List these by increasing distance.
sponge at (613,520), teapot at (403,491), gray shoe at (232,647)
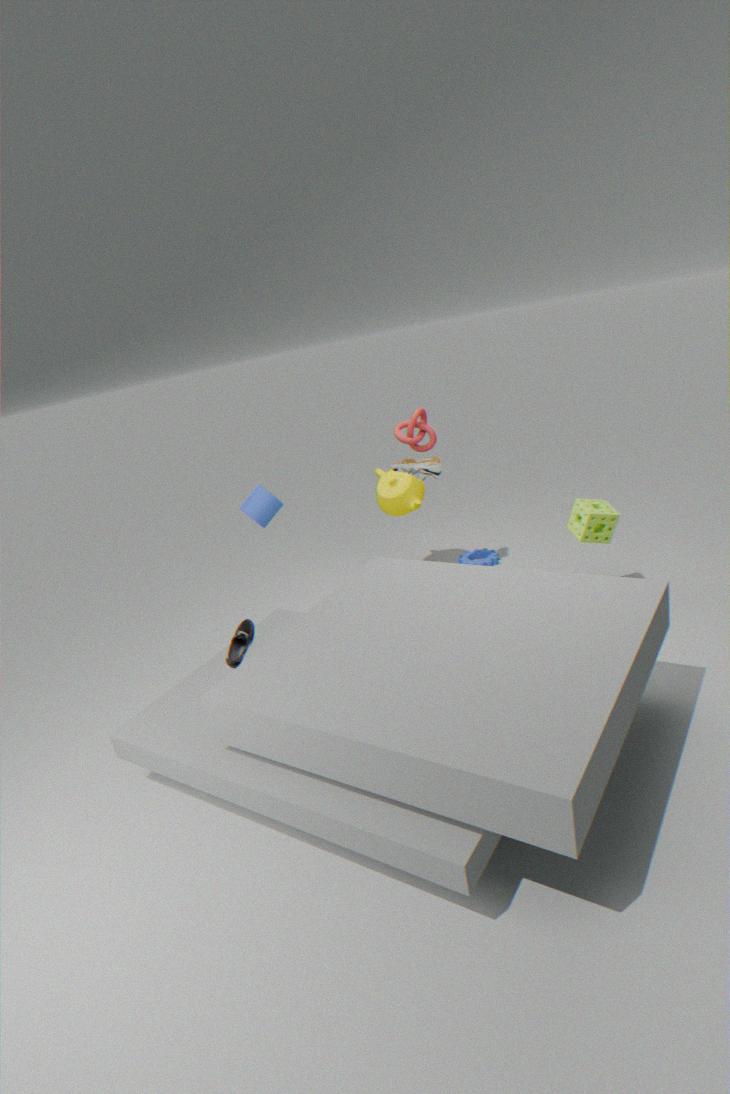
gray shoe at (232,647)
sponge at (613,520)
teapot at (403,491)
